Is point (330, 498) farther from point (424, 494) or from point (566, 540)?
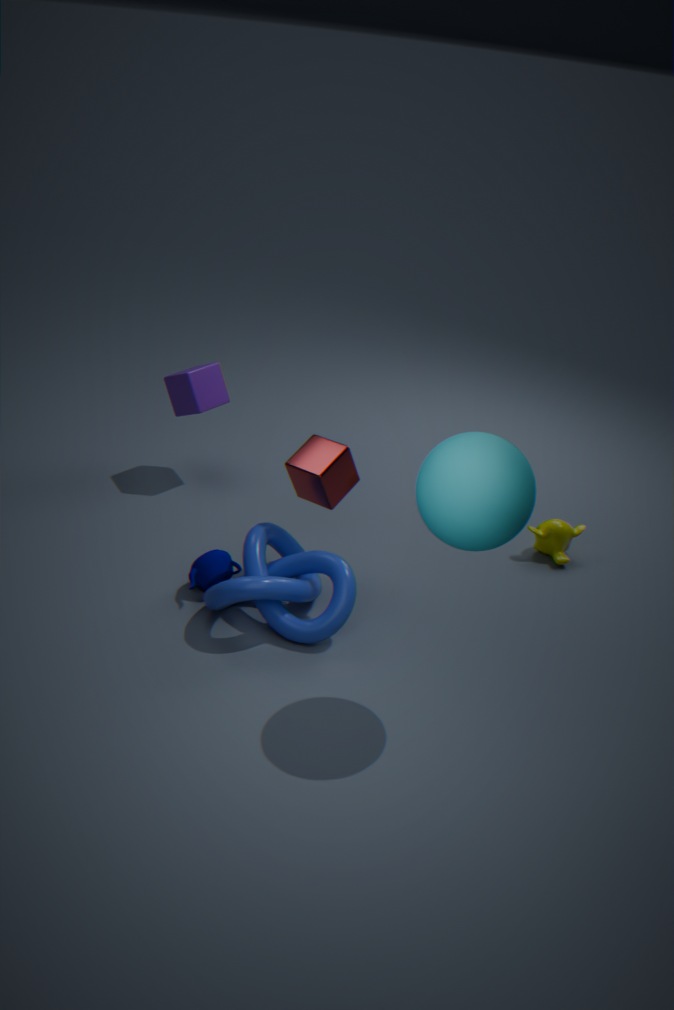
point (566, 540)
